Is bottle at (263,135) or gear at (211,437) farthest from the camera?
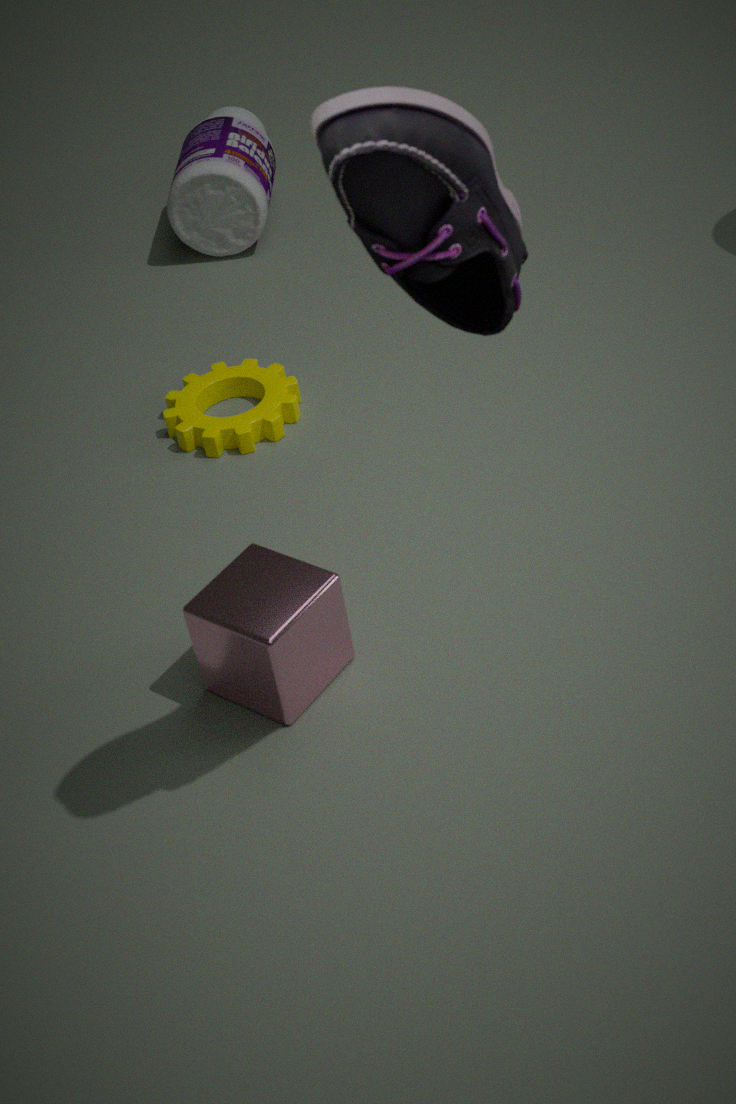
bottle at (263,135)
